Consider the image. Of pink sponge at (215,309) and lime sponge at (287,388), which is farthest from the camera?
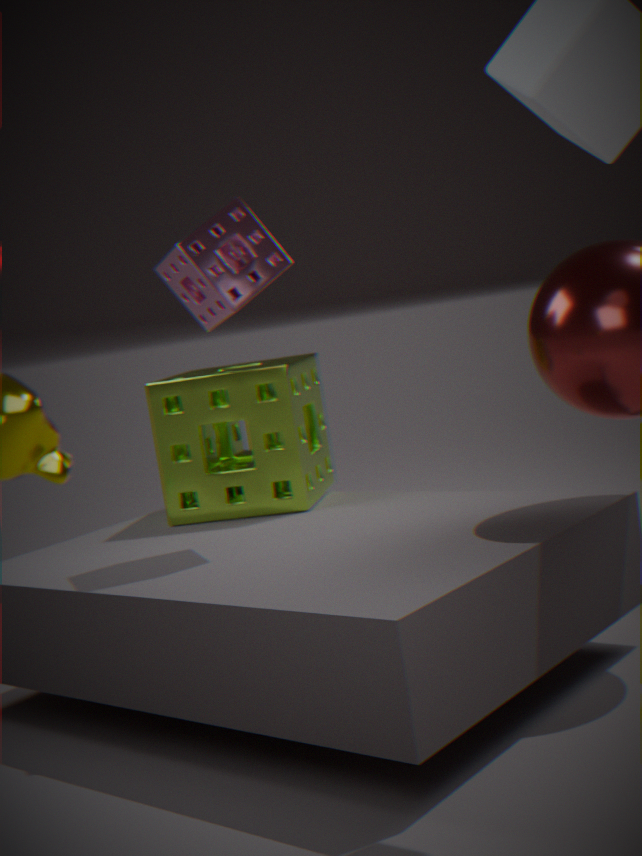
lime sponge at (287,388)
